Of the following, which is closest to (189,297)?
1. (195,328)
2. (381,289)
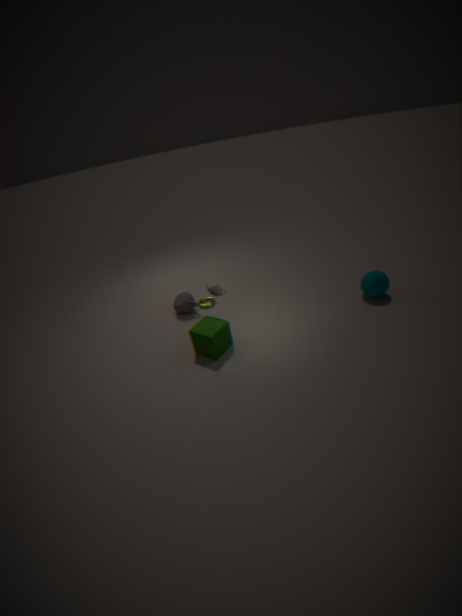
(195,328)
